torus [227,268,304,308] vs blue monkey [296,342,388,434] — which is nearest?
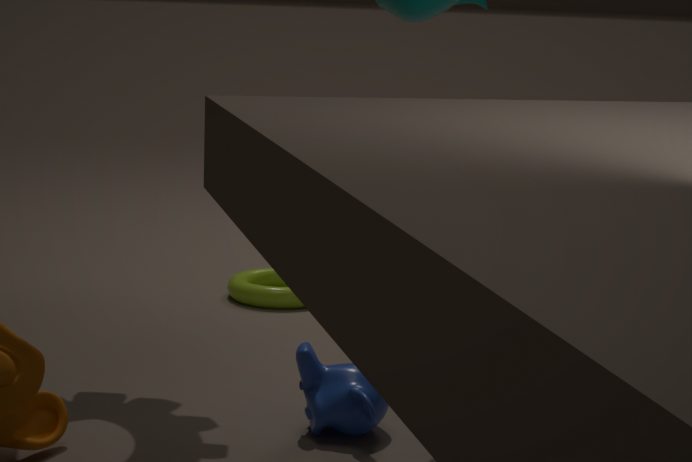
blue monkey [296,342,388,434]
